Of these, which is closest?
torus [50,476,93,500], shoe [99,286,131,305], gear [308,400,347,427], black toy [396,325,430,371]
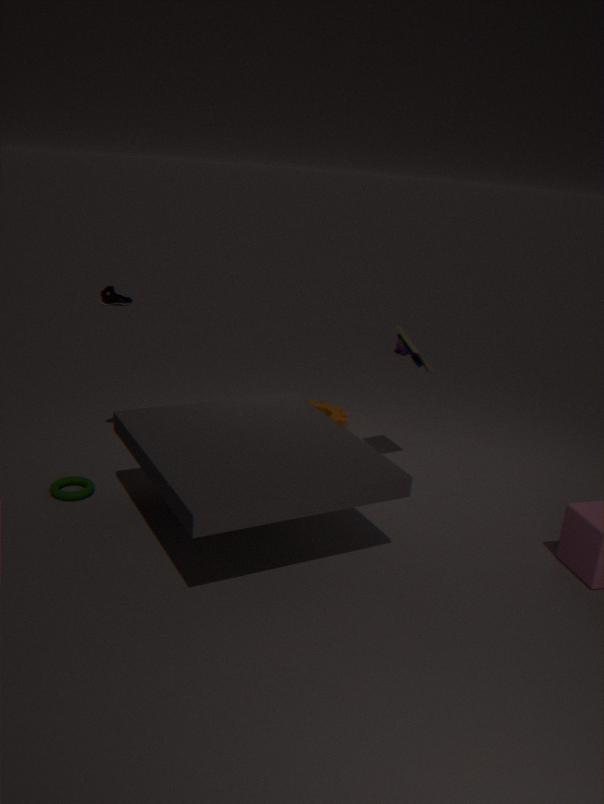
torus [50,476,93,500]
